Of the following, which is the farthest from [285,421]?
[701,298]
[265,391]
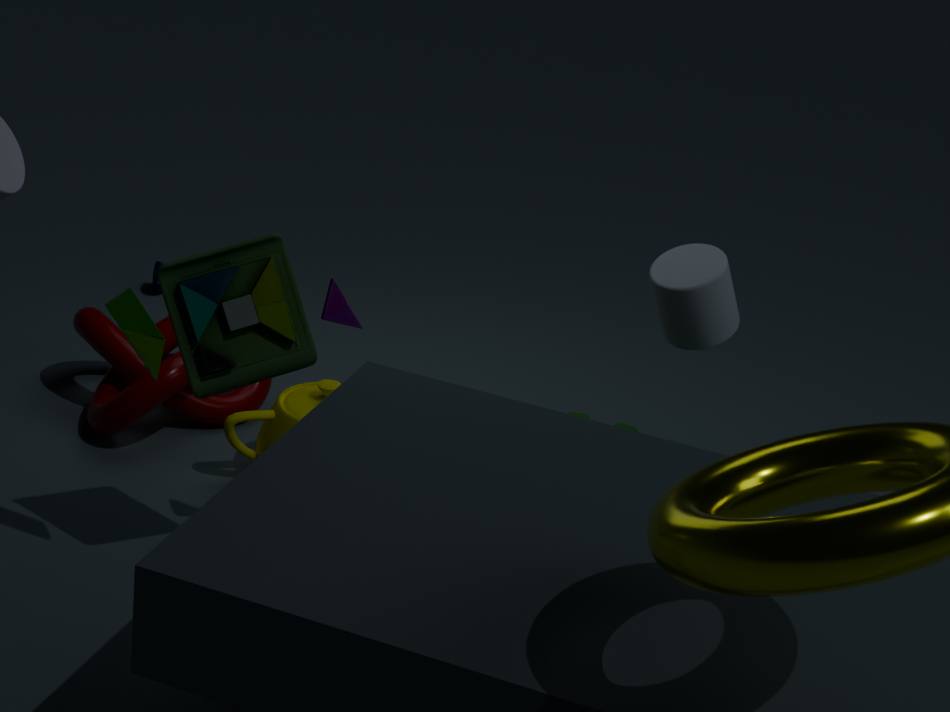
[701,298]
